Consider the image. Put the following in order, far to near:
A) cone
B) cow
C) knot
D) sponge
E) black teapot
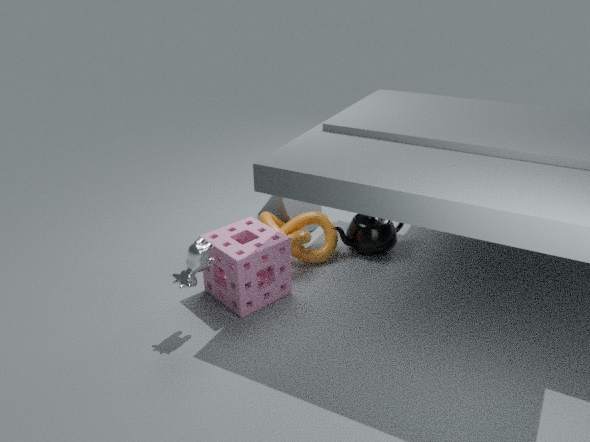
cone → black teapot → knot → sponge → cow
